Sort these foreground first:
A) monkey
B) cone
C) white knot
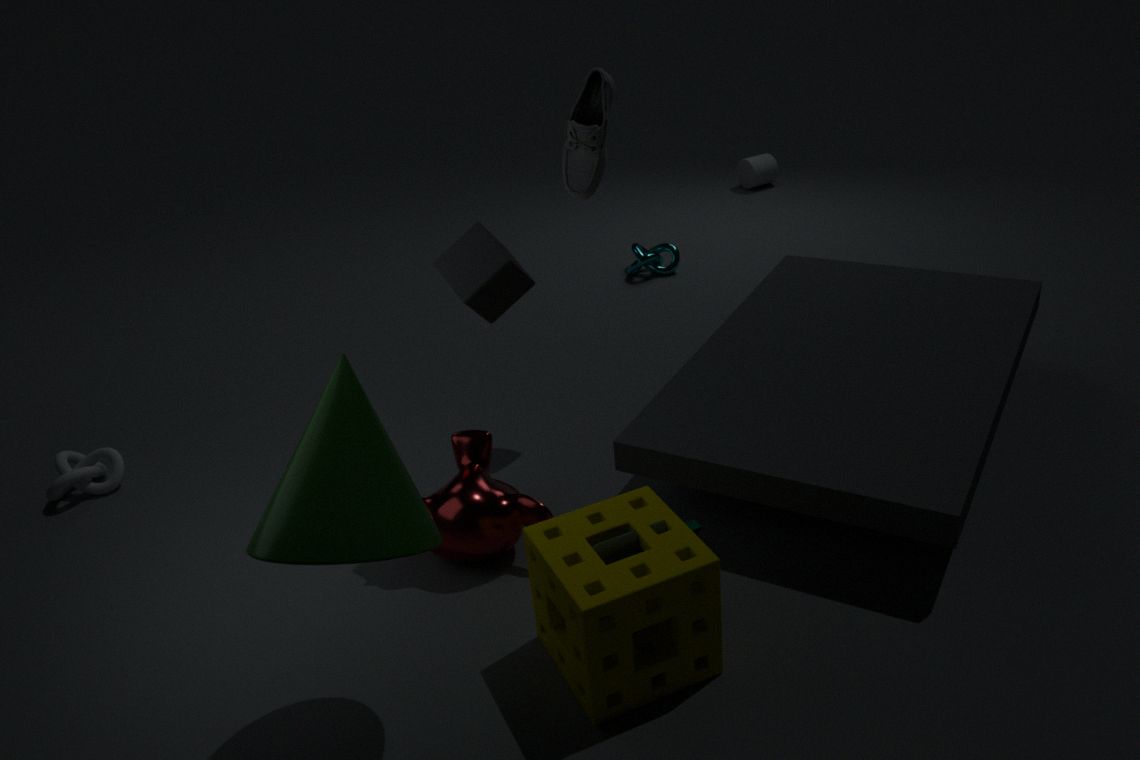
cone < monkey < white knot
